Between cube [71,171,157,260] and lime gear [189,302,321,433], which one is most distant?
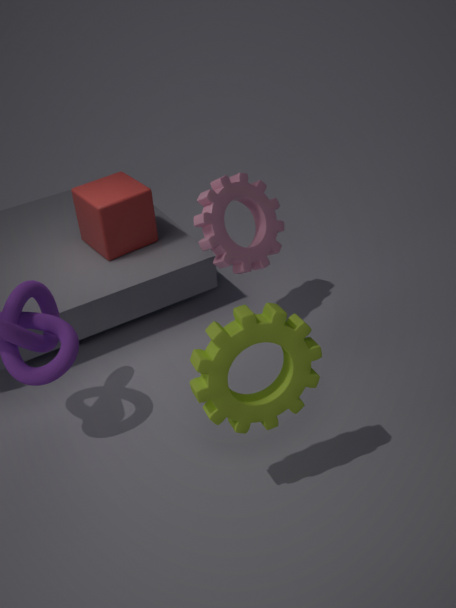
cube [71,171,157,260]
